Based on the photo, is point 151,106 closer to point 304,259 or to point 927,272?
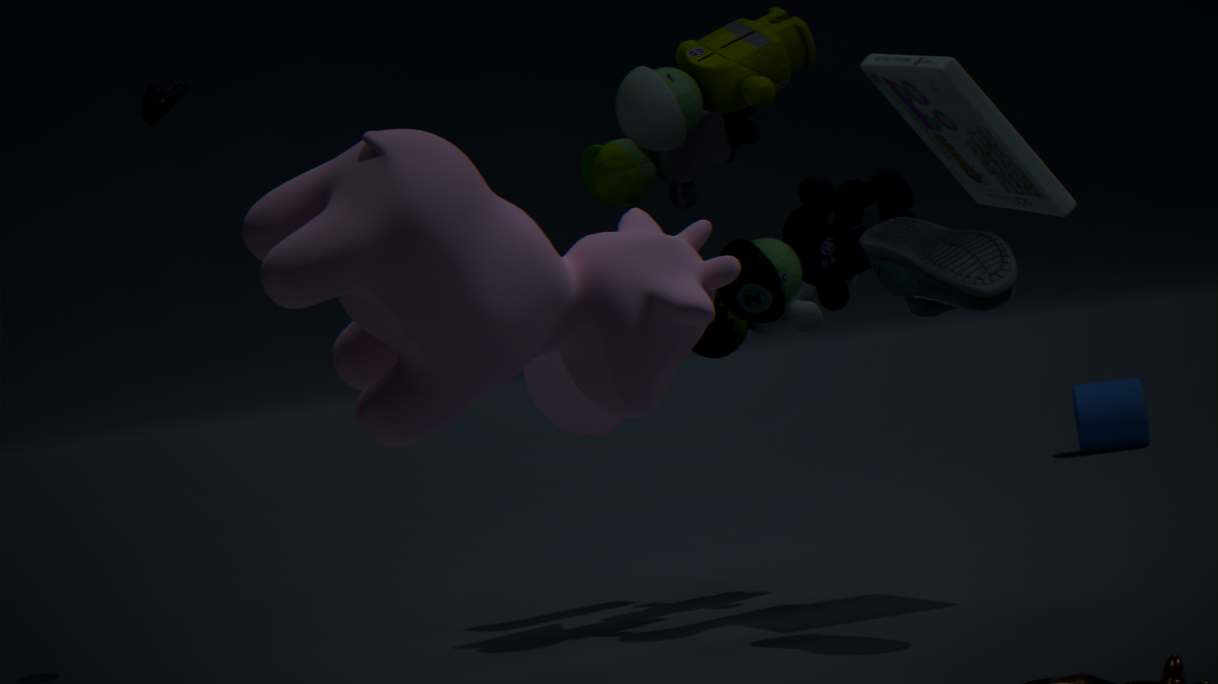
point 927,272
